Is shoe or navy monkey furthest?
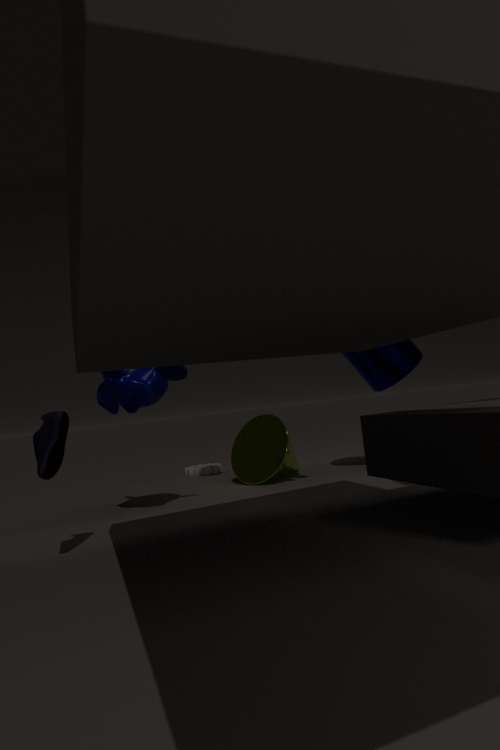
navy monkey
